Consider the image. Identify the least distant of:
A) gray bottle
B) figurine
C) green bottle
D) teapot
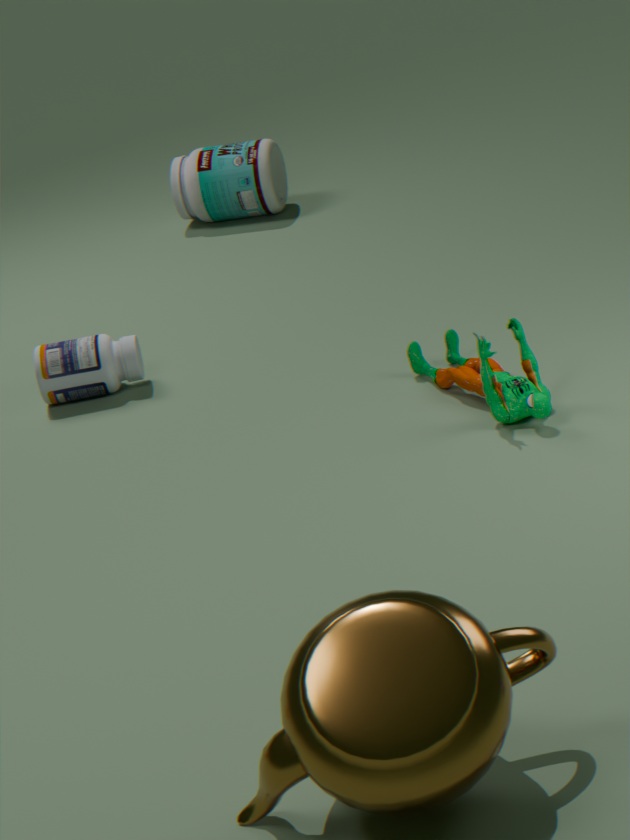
teapot
